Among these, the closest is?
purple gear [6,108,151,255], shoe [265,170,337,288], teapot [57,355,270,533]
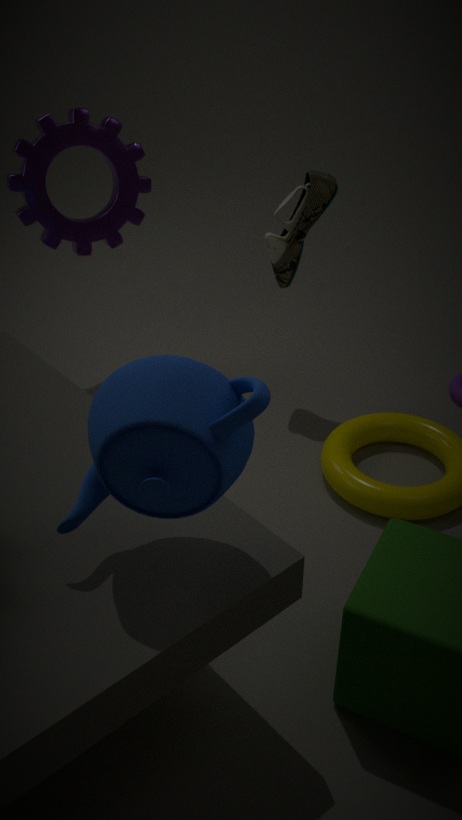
teapot [57,355,270,533]
